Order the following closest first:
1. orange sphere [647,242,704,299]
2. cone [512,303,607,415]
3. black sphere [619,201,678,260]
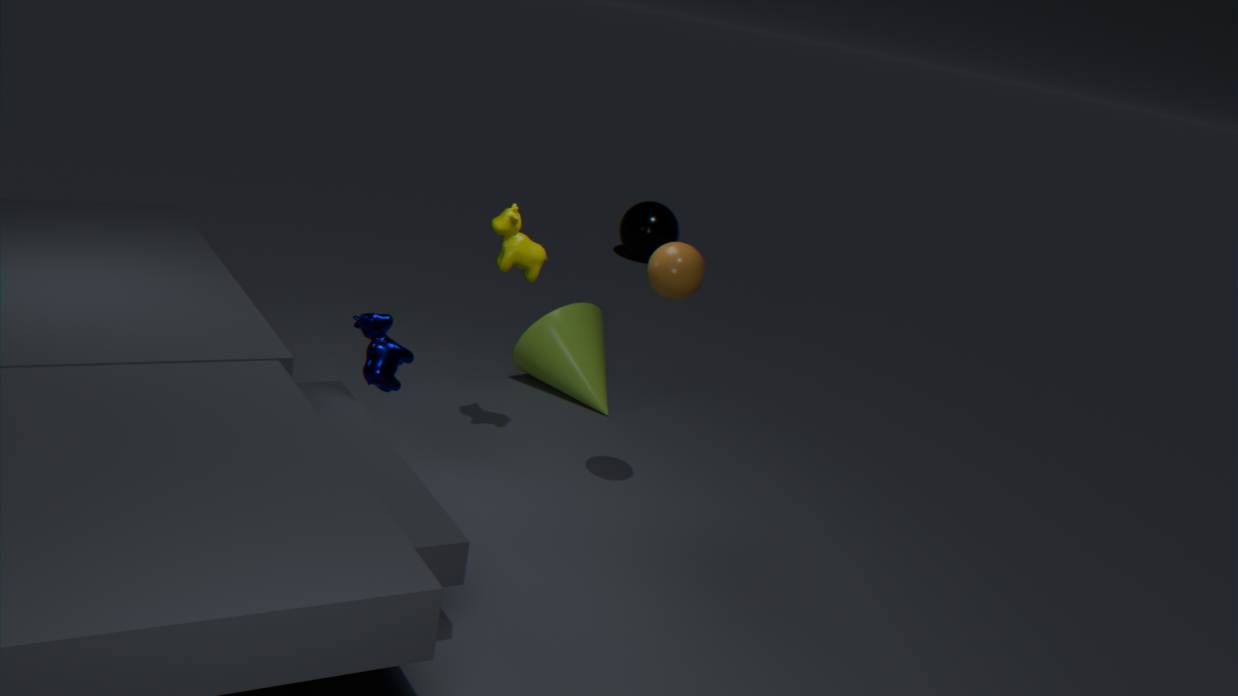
orange sphere [647,242,704,299]
cone [512,303,607,415]
black sphere [619,201,678,260]
